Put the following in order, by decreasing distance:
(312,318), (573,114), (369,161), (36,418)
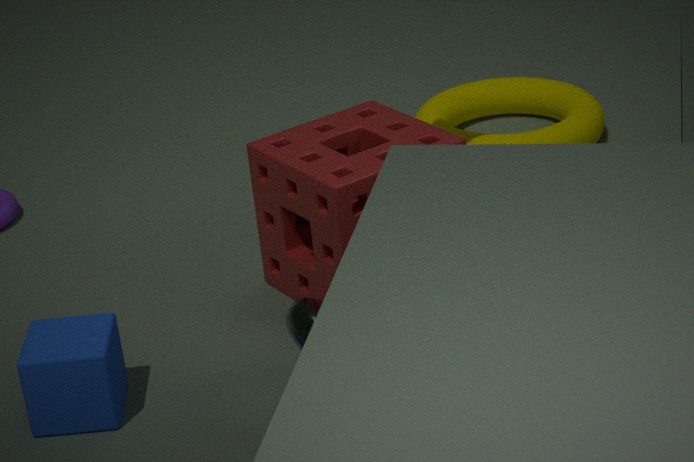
(573,114)
(369,161)
(36,418)
(312,318)
